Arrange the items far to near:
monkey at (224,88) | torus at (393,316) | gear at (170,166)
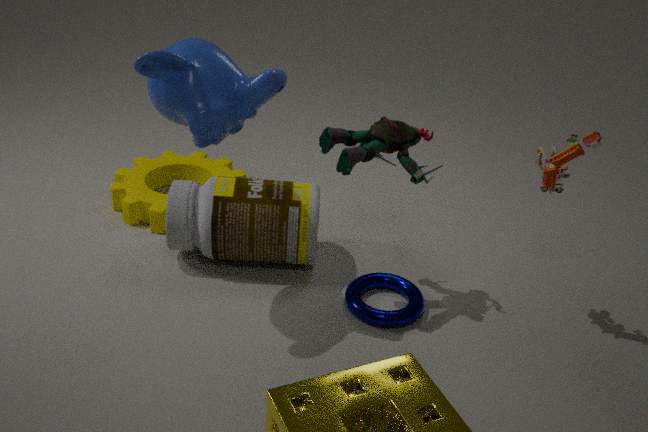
gear at (170,166), torus at (393,316), monkey at (224,88)
